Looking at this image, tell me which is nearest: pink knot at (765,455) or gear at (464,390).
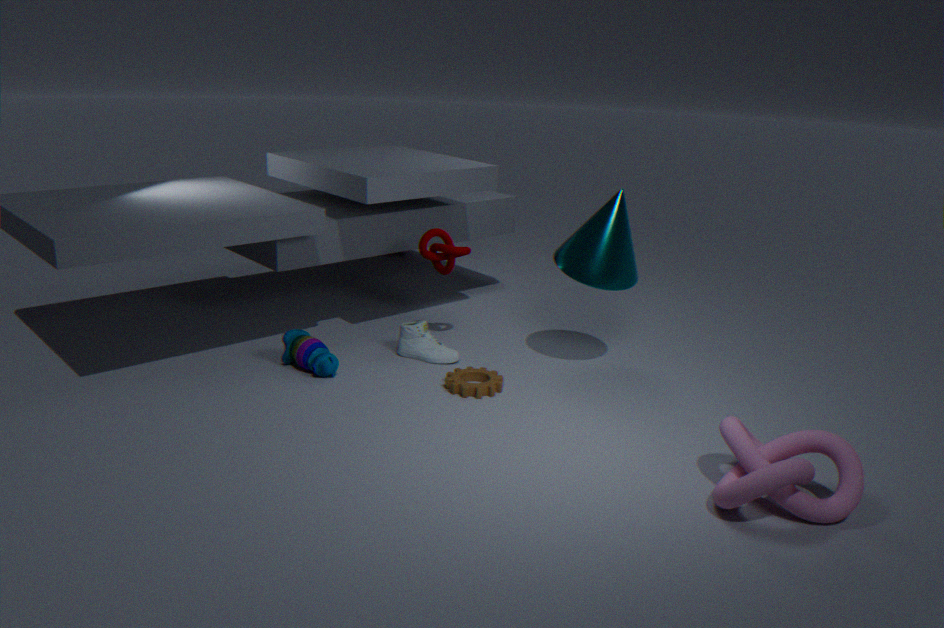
pink knot at (765,455)
